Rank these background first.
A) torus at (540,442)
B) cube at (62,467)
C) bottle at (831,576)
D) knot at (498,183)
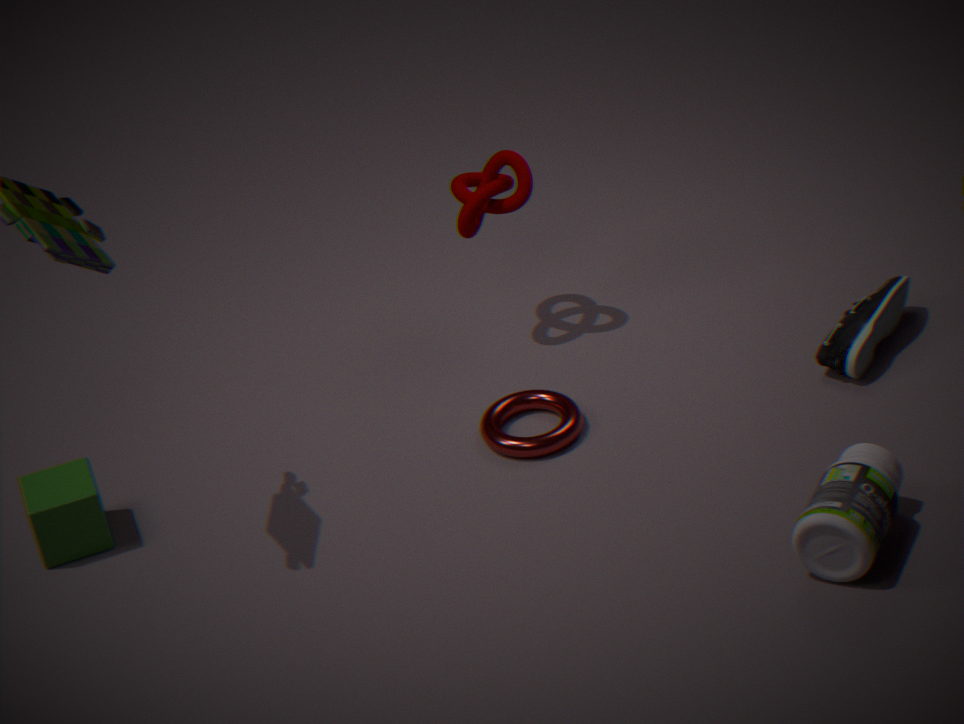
knot at (498,183) < torus at (540,442) < cube at (62,467) < bottle at (831,576)
